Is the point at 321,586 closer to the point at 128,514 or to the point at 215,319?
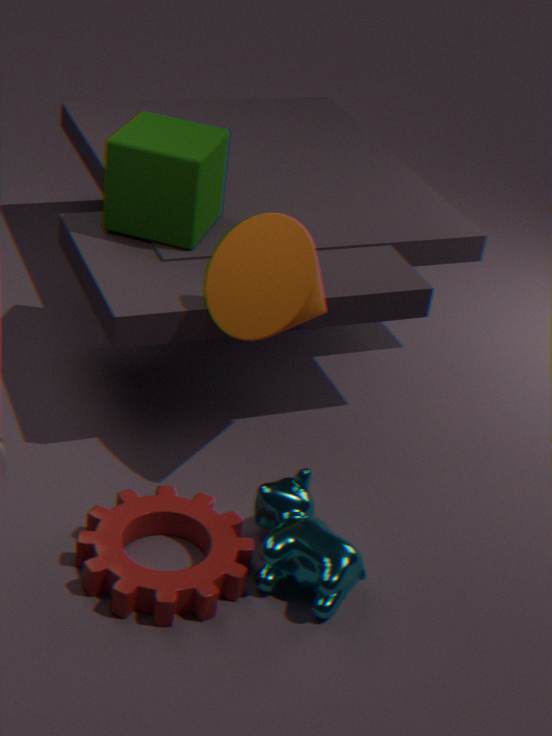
the point at 128,514
